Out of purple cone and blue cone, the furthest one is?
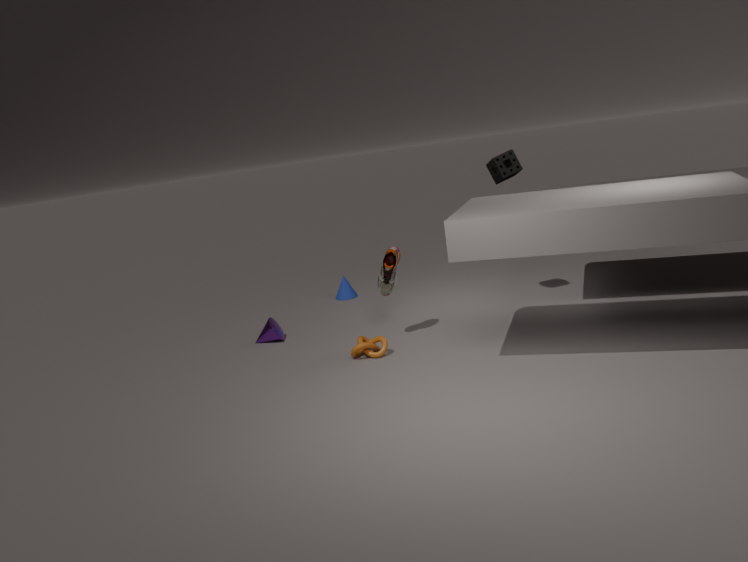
blue cone
